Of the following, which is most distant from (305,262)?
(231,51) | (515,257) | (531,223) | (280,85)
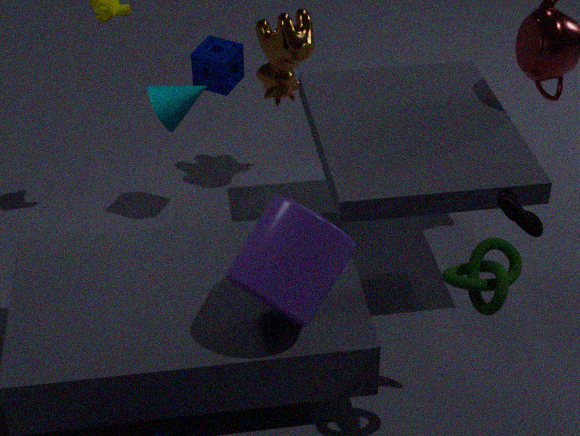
(280,85)
